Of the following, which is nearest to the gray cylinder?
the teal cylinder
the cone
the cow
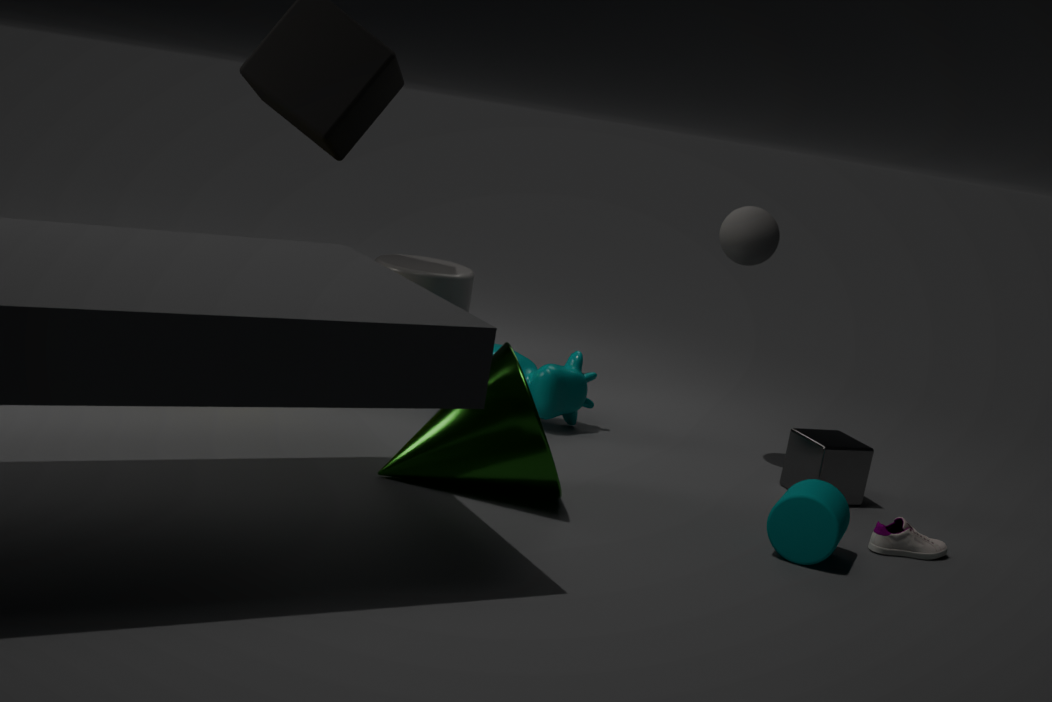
the cow
